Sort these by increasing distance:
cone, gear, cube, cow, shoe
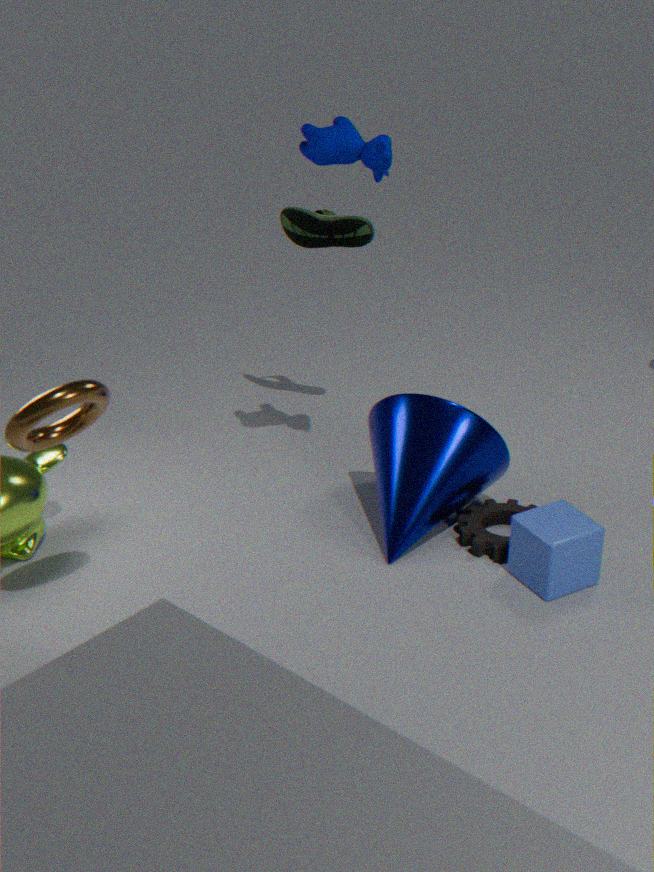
cube
cow
cone
gear
shoe
